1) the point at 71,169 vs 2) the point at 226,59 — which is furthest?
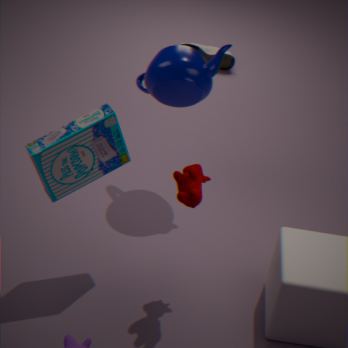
2. the point at 226,59
